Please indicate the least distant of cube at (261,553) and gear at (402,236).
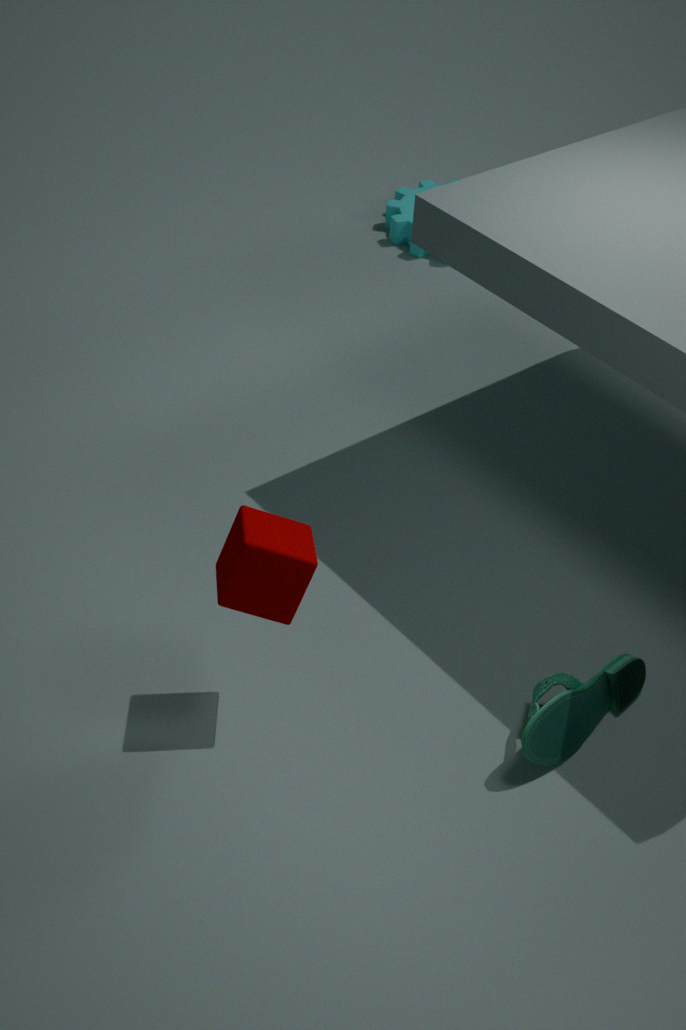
cube at (261,553)
